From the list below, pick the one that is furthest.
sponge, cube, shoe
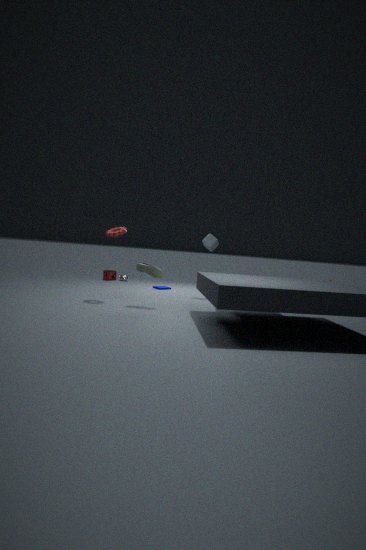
sponge
